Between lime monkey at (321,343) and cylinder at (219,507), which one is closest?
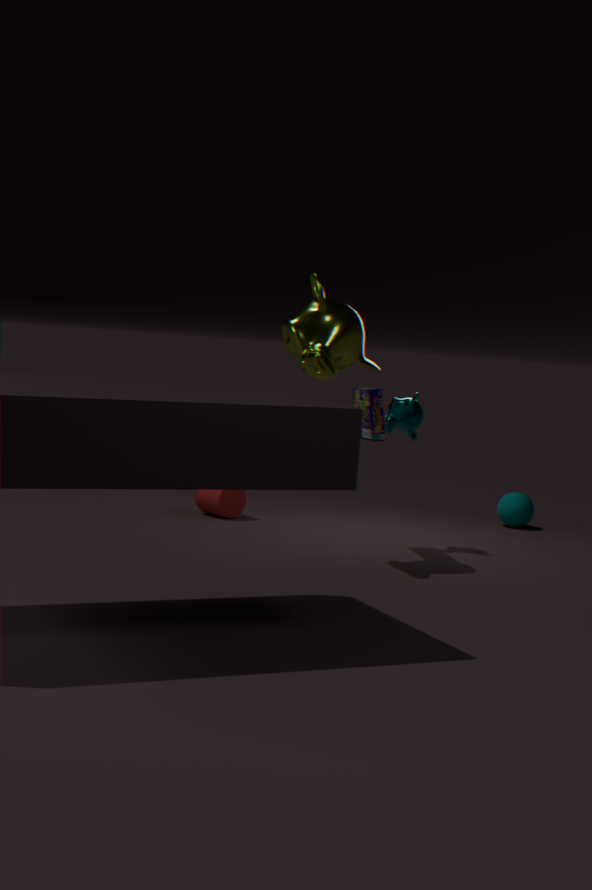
lime monkey at (321,343)
